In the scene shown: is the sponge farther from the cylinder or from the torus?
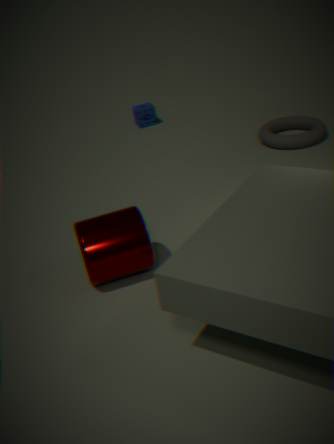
the cylinder
